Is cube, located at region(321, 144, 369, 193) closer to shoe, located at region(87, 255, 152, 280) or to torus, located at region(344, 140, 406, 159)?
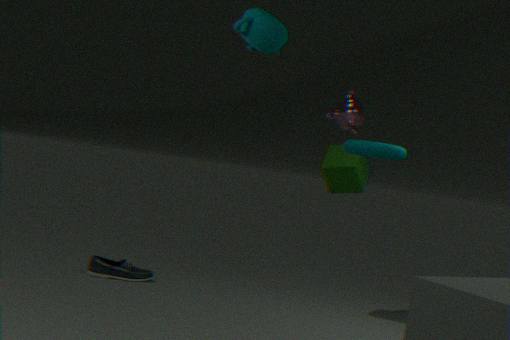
torus, located at region(344, 140, 406, 159)
